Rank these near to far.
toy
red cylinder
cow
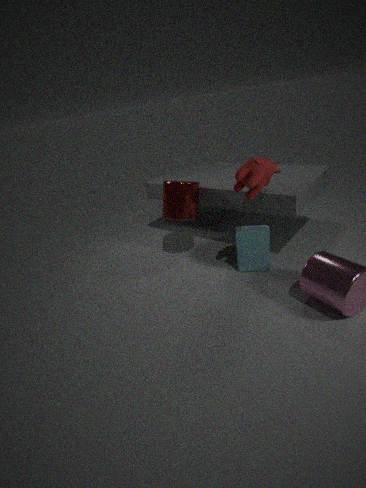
cow
toy
red cylinder
